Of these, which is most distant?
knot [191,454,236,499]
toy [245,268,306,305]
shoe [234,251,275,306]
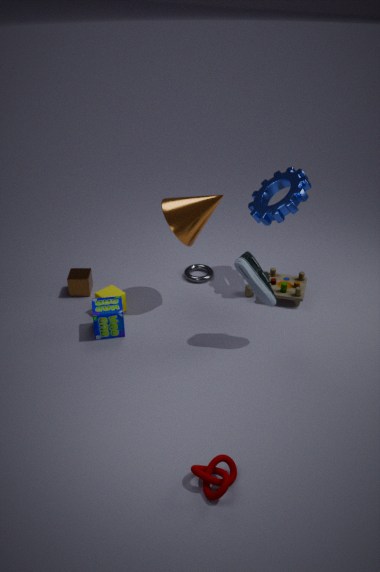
toy [245,268,306,305]
